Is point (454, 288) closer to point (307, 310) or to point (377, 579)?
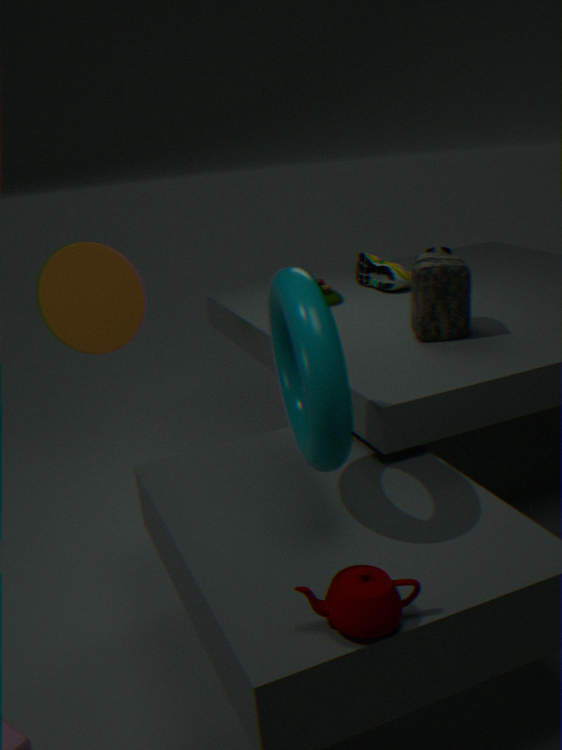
point (307, 310)
